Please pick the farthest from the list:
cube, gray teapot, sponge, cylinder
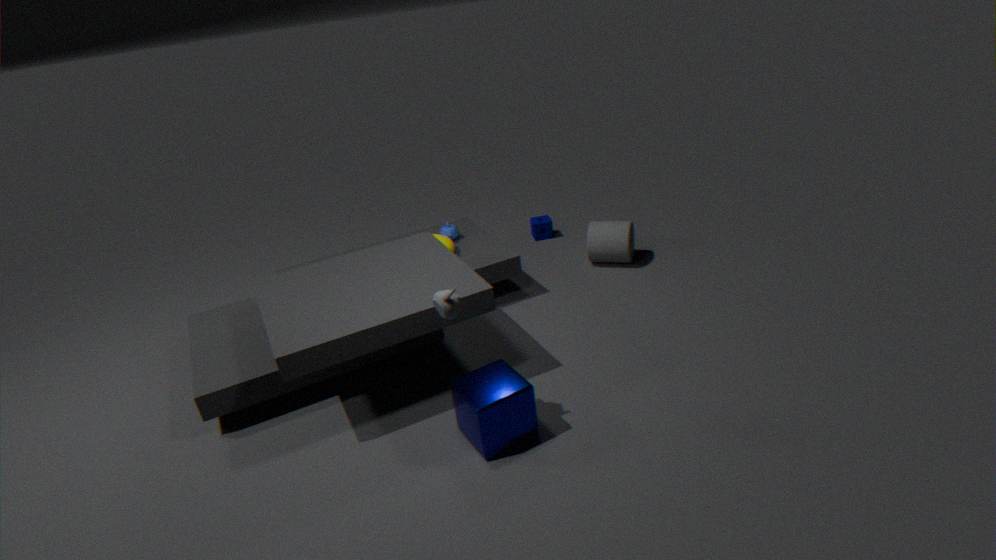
sponge
